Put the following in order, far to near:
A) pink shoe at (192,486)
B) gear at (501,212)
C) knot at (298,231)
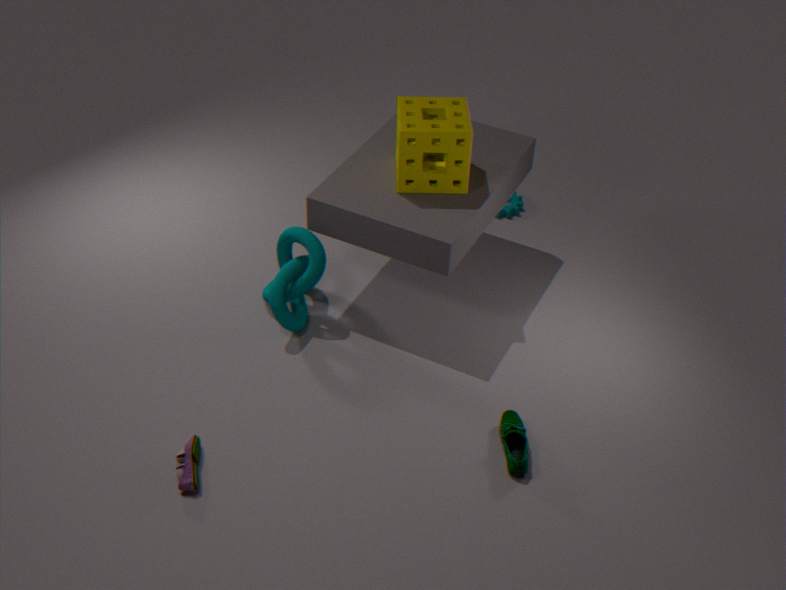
gear at (501,212), knot at (298,231), pink shoe at (192,486)
